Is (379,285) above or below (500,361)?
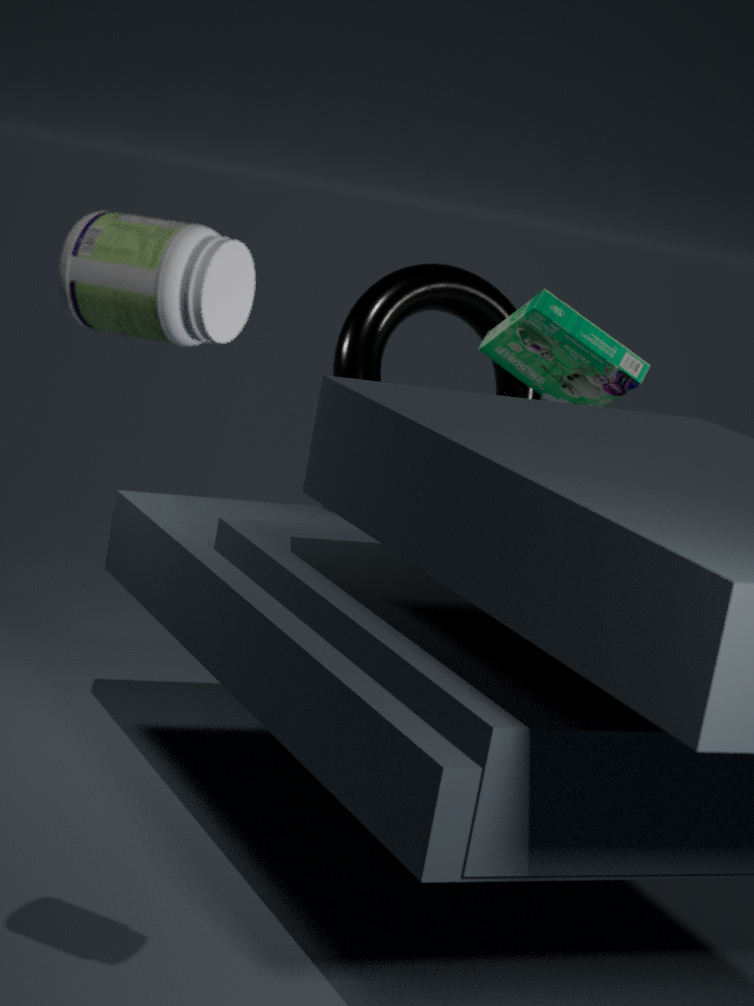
below
